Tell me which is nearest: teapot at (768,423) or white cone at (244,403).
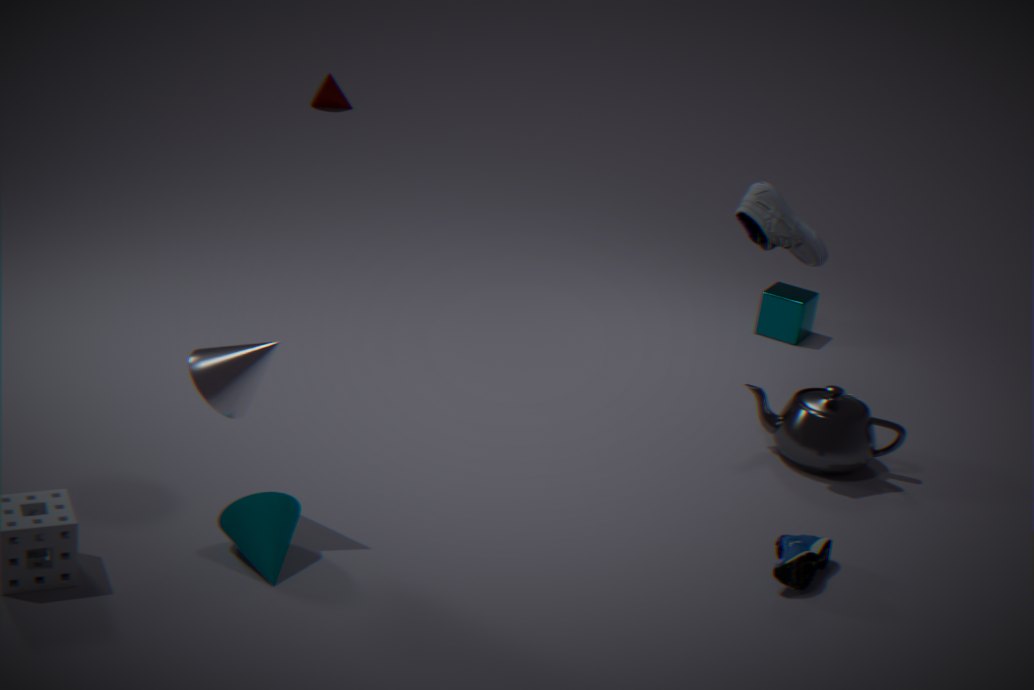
white cone at (244,403)
